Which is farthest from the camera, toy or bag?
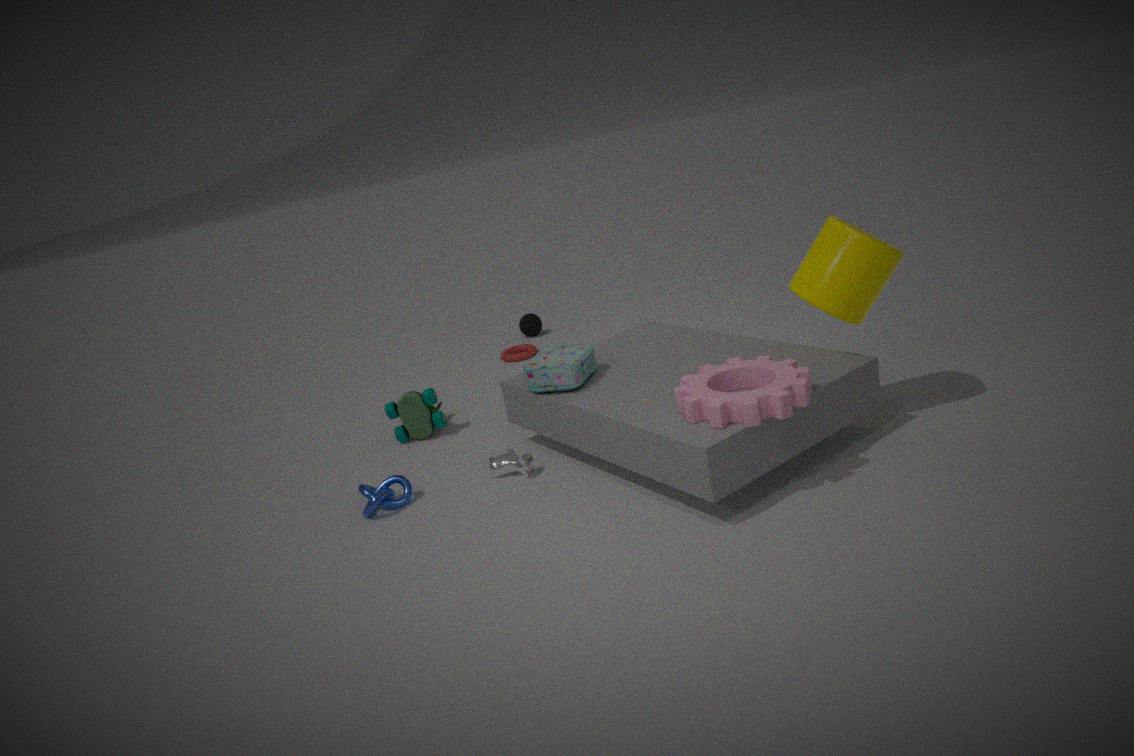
toy
